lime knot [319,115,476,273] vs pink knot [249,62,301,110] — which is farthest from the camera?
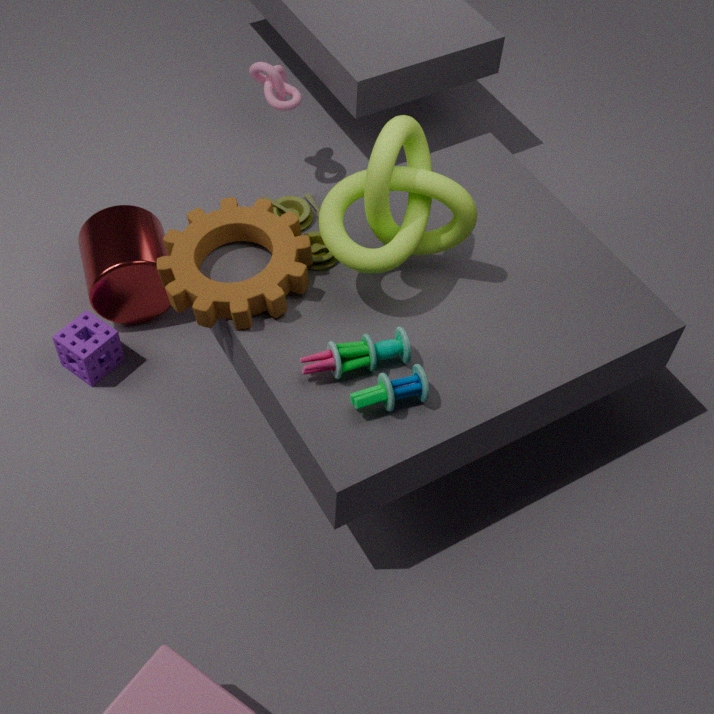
pink knot [249,62,301,110]
